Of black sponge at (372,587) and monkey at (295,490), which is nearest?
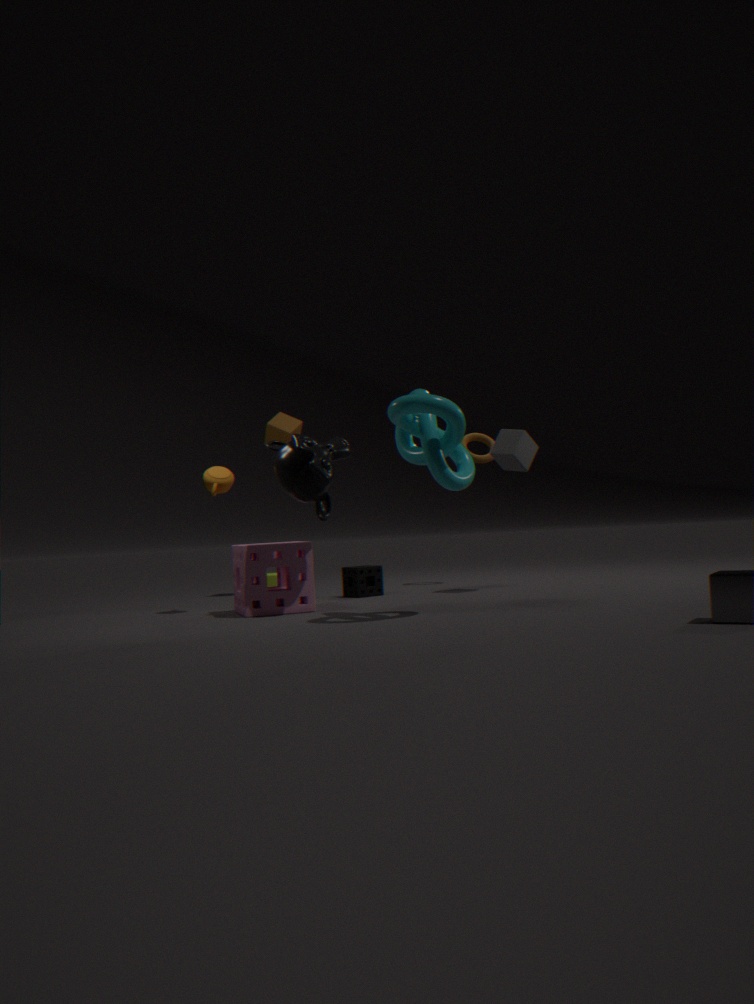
monkey at (295,490)
